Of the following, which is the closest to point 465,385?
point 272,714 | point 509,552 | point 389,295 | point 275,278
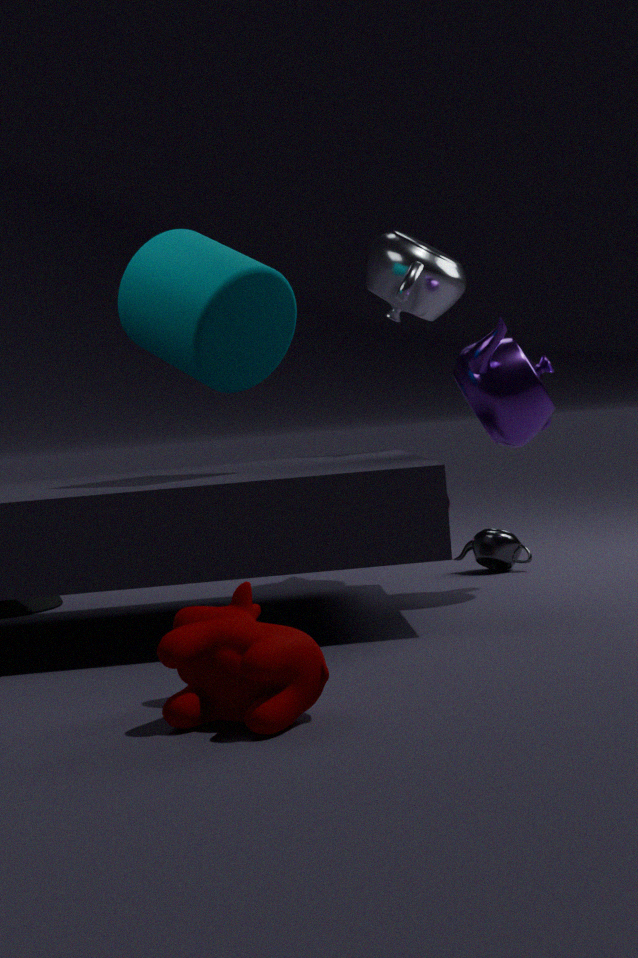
point 389,295
